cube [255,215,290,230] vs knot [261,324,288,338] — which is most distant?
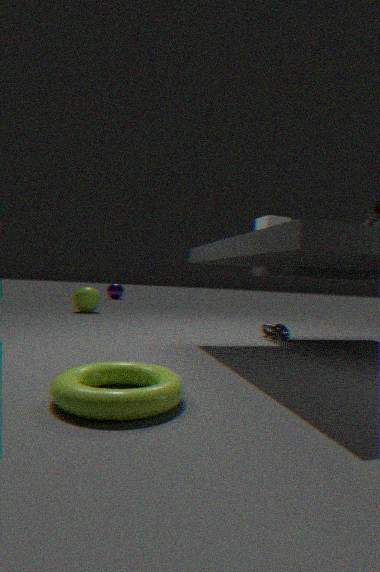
knot [261,324,288,338]
